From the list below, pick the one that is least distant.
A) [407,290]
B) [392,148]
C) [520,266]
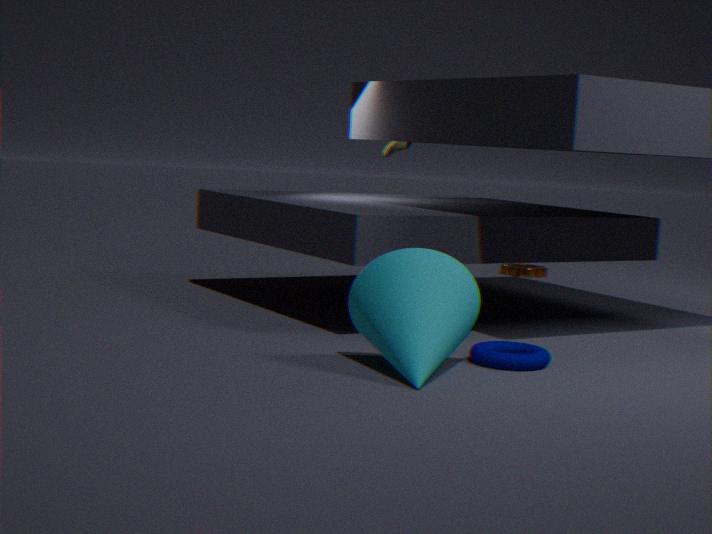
[407,290]
